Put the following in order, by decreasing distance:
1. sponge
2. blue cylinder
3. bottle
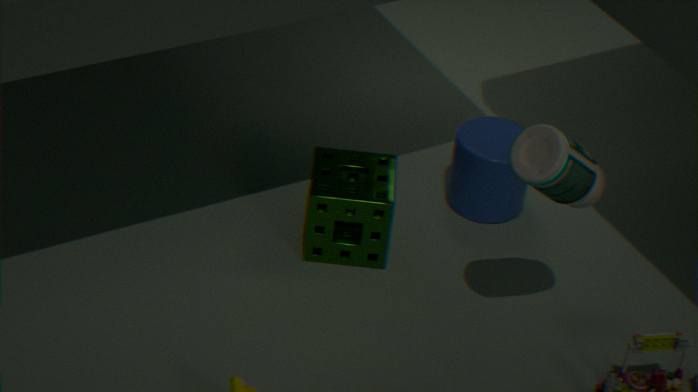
blue cylinder < sponge < bottle
